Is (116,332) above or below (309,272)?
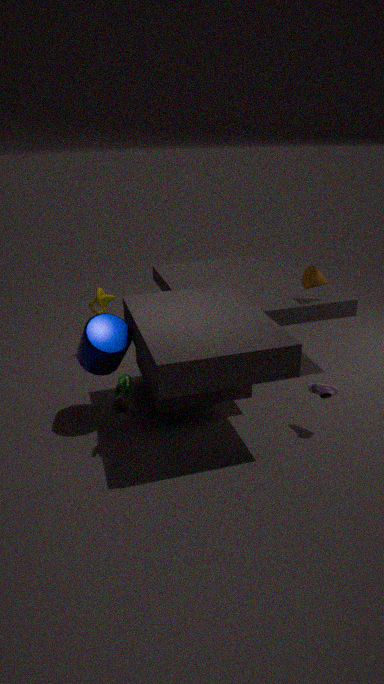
below
